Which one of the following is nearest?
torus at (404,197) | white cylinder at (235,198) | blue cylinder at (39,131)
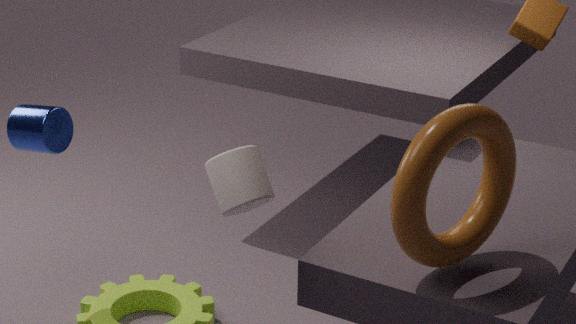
torus at (404,197)
